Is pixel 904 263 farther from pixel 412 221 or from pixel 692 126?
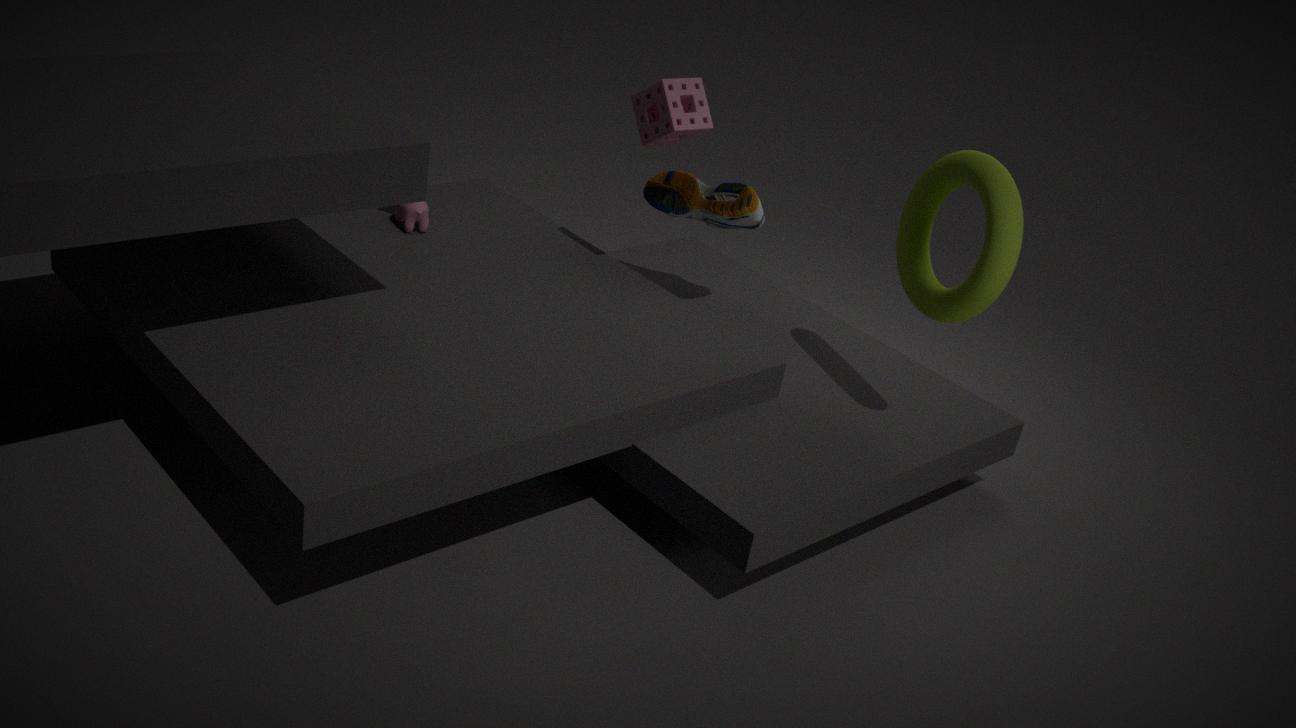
pixel 412 221
